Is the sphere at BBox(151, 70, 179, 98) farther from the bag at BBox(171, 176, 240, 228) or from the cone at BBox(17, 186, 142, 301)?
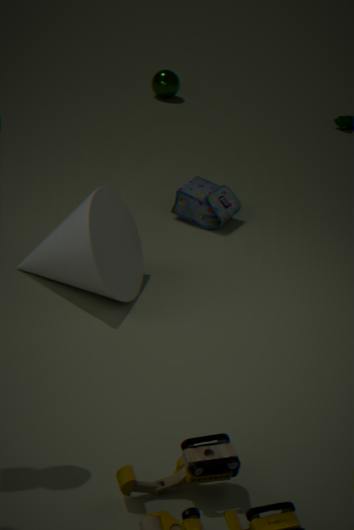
the cone at BBox(17, 186, 142, 301)
